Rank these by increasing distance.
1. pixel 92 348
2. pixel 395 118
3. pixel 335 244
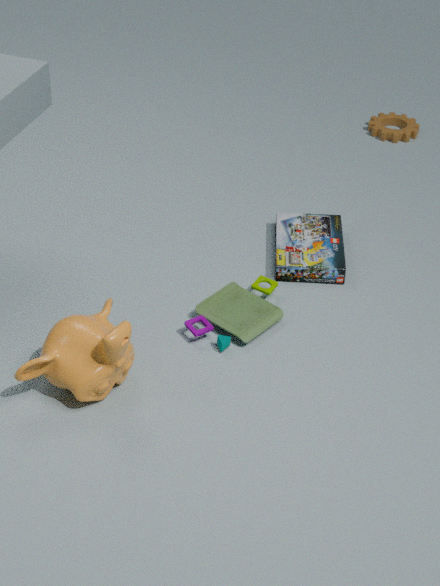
pixel 92 348 < pixel 335 244 < pixel 395 118
